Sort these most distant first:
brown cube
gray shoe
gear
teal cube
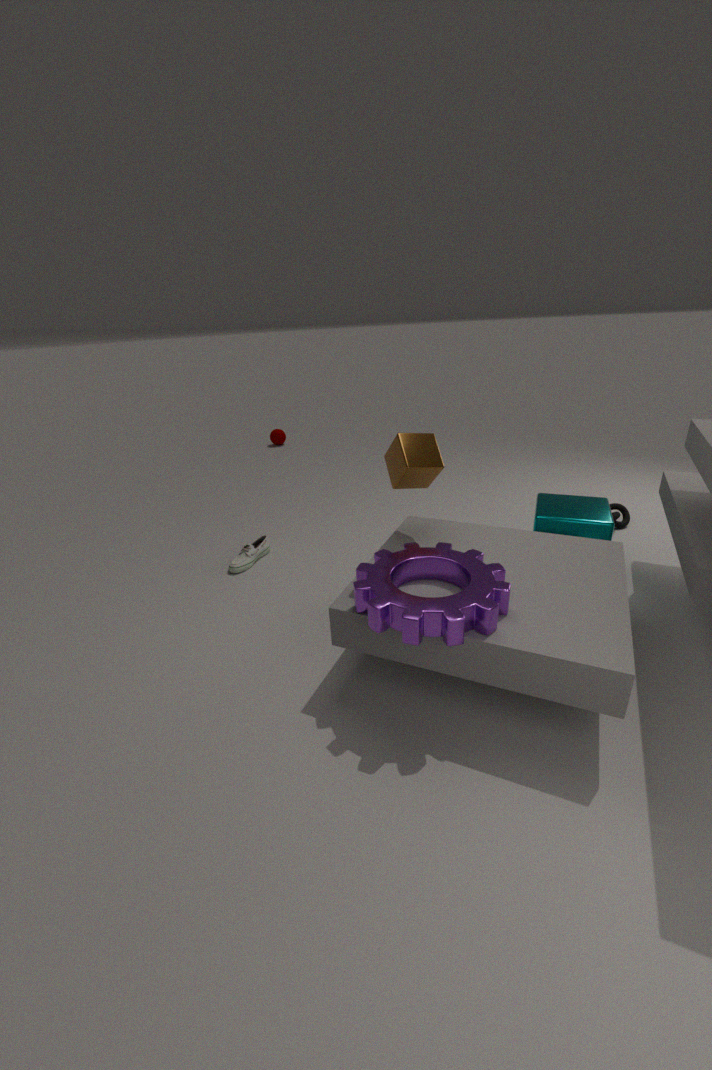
gray shoe → teal cube → brown cube → gear
